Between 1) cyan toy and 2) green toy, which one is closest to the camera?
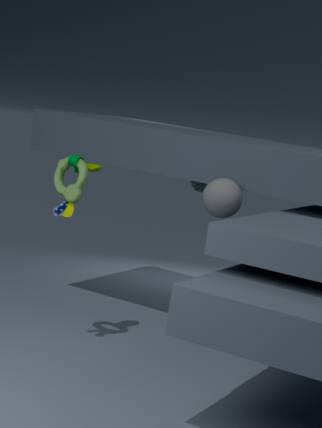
2. green toy
